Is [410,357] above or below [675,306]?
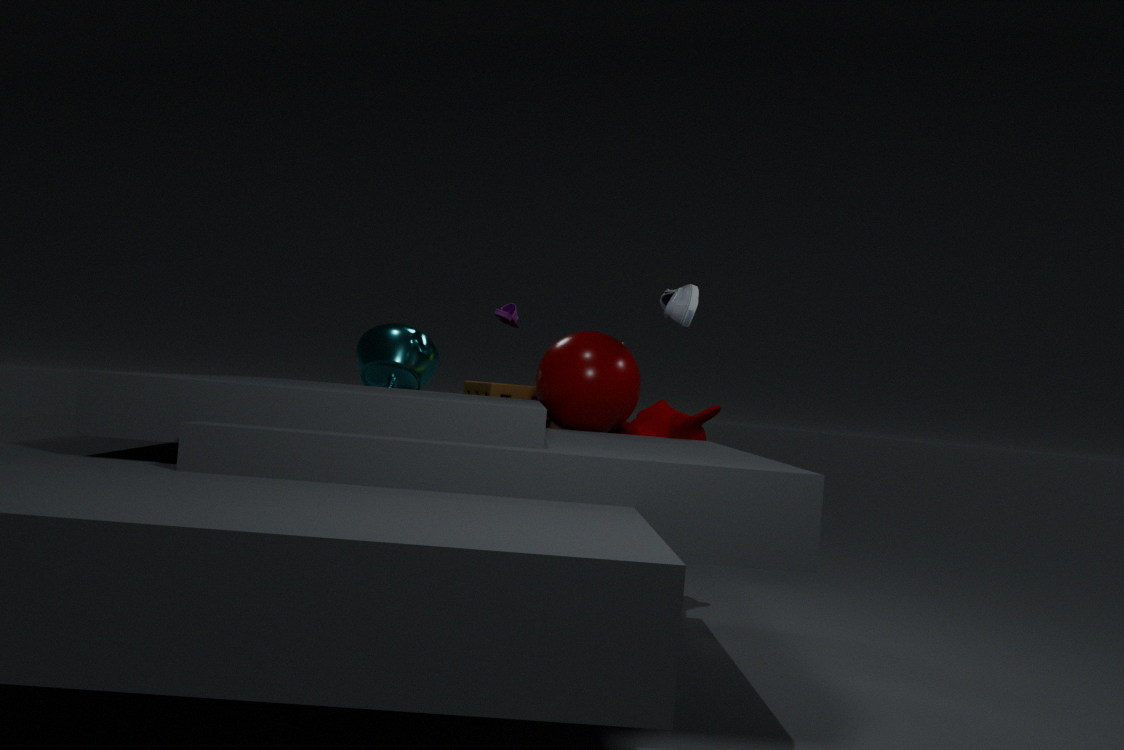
below
